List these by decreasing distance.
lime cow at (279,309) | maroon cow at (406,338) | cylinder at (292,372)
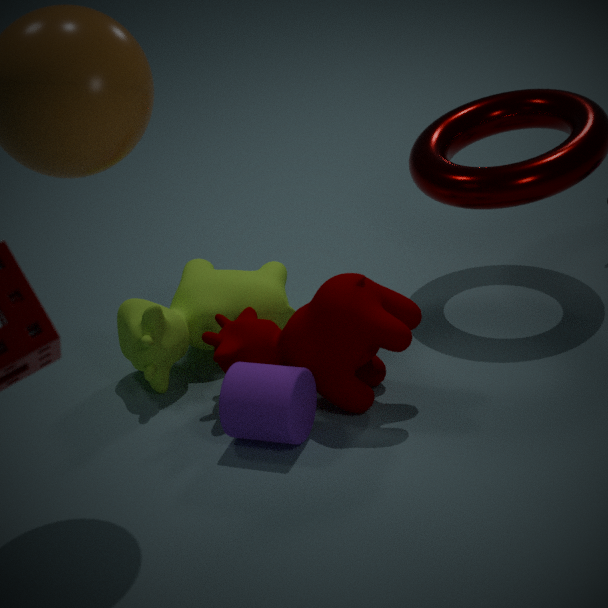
lime cow at (279,309)
maroon cow at (406,338)
cylinder at (292,372)
